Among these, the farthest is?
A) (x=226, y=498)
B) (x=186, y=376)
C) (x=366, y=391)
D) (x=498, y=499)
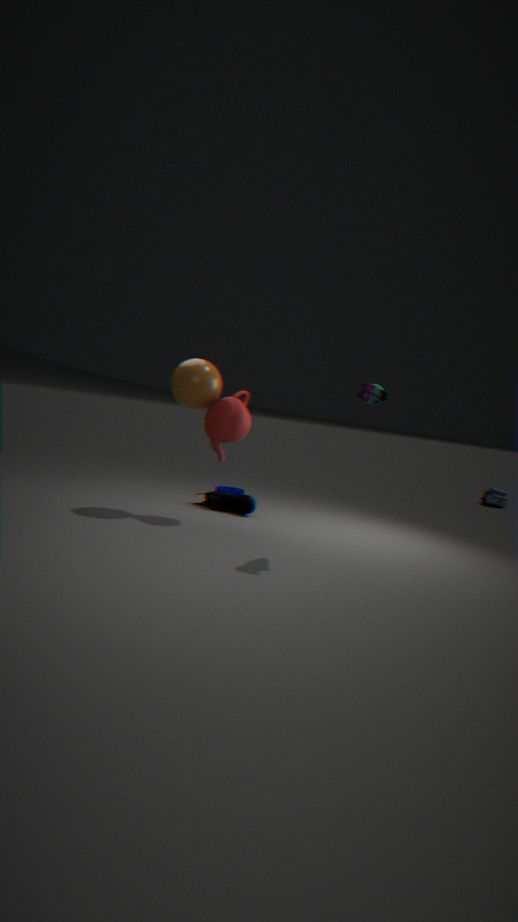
(x=498, y=499)
